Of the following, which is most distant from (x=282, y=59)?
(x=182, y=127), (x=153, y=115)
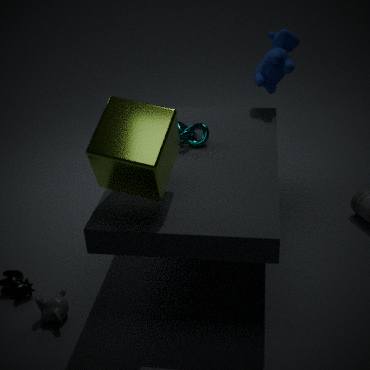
(x=153, y=115)
